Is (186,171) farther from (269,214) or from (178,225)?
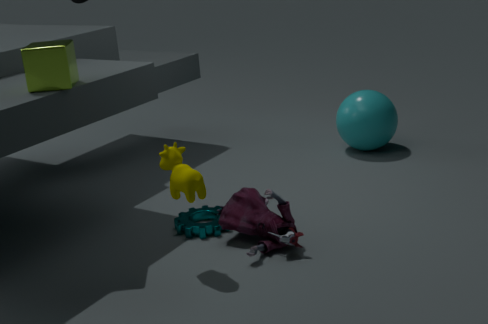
(178,225)
